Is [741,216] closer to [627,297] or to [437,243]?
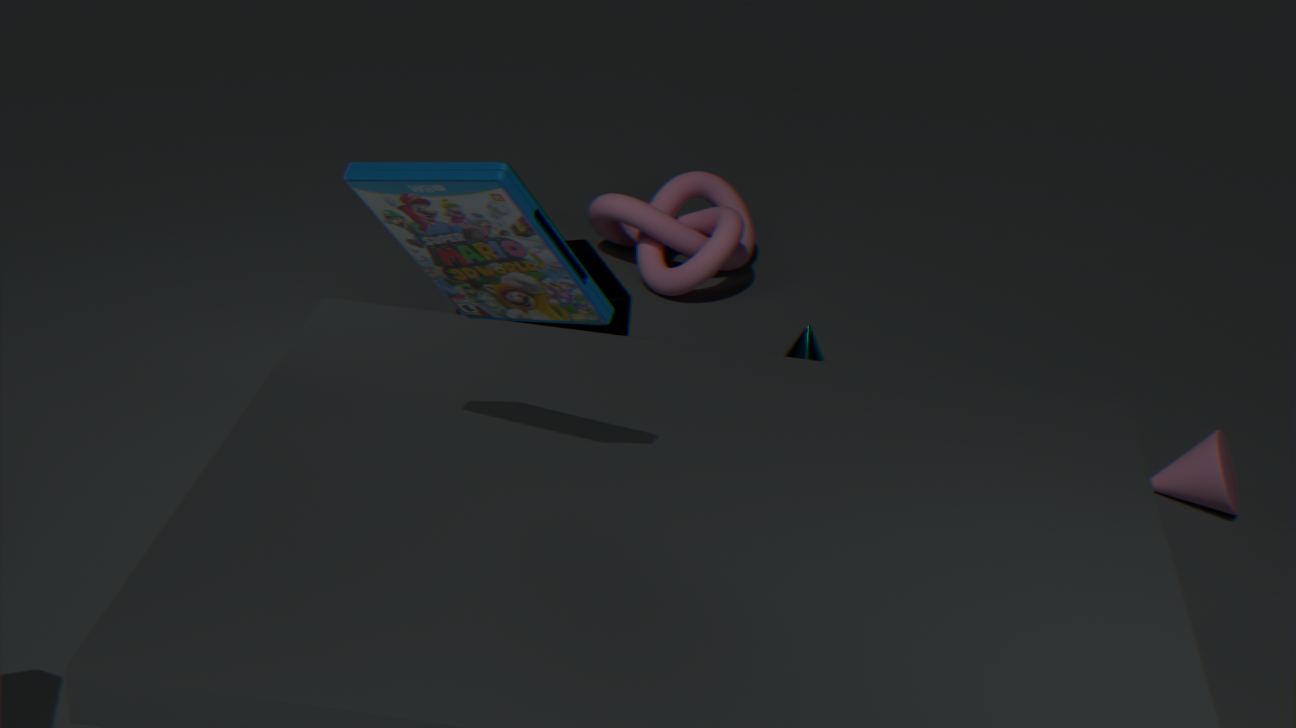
[627,297]
